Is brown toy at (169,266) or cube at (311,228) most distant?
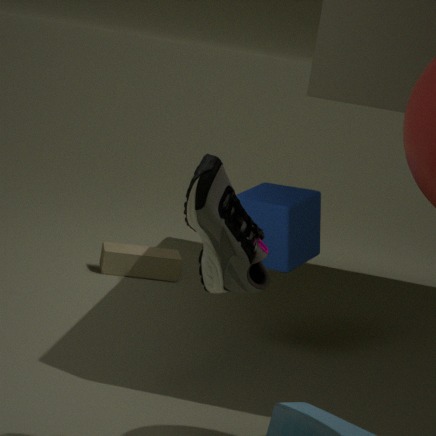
brown toy at (169,266)
